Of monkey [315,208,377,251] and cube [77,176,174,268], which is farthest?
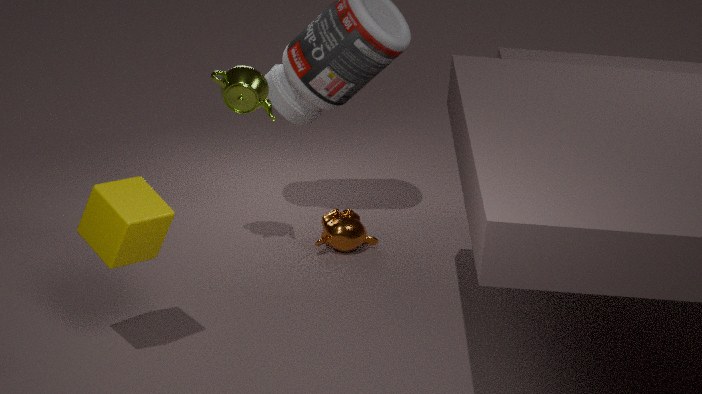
monkey [315,208,377,251]
